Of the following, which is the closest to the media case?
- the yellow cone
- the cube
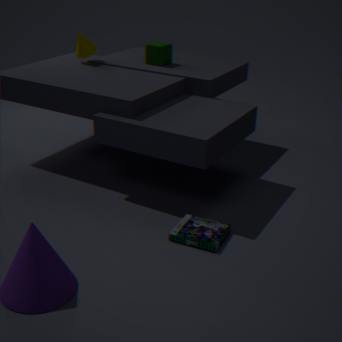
the cube
